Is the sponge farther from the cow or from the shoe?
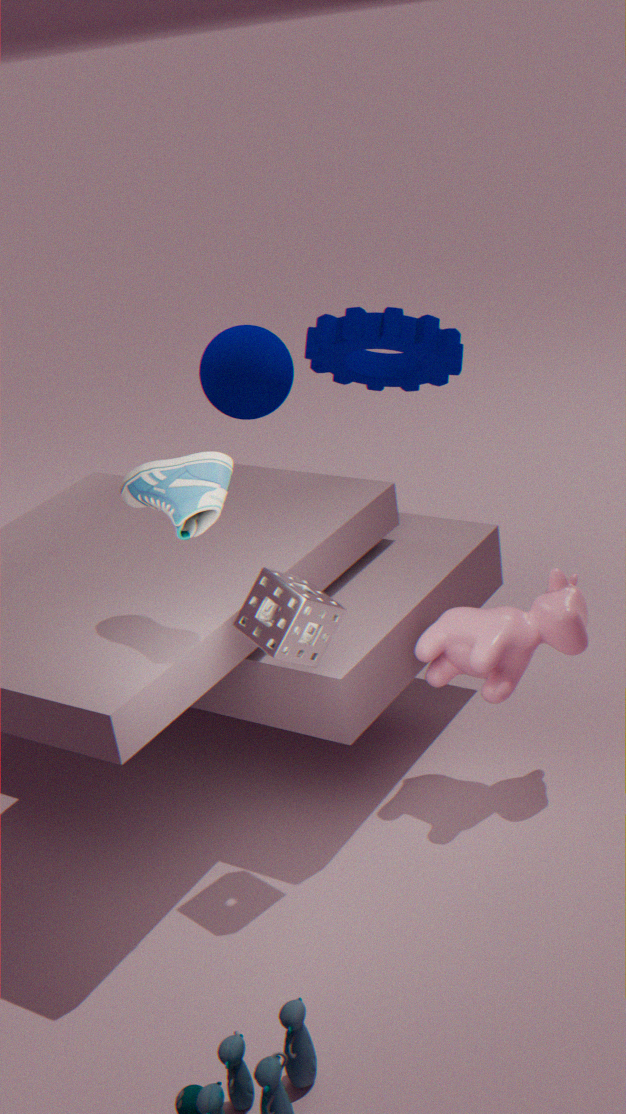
the cow
